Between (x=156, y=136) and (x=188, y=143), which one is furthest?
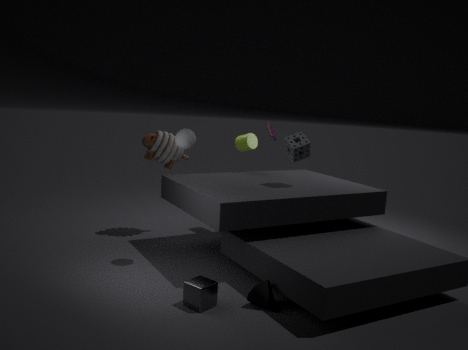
(x=156, y=136)
